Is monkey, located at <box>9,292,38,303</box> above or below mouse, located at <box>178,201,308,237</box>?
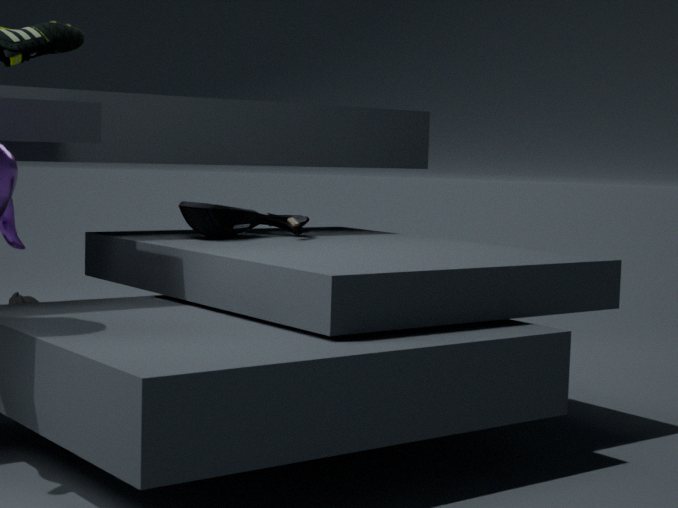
below
